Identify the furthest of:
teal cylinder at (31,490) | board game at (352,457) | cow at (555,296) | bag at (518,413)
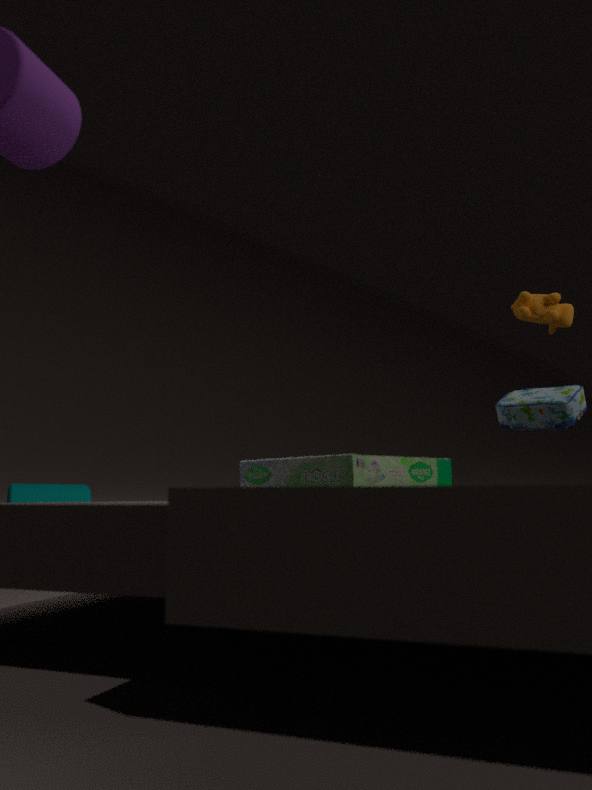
teal cylinder at (31,490)
